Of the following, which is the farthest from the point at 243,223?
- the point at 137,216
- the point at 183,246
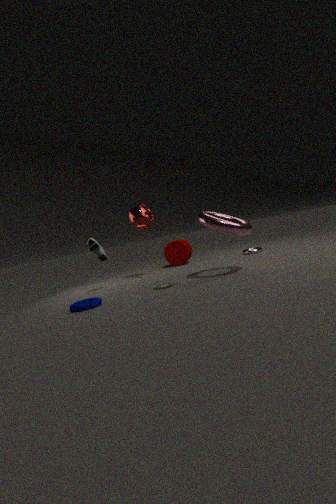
the point at 183,246
